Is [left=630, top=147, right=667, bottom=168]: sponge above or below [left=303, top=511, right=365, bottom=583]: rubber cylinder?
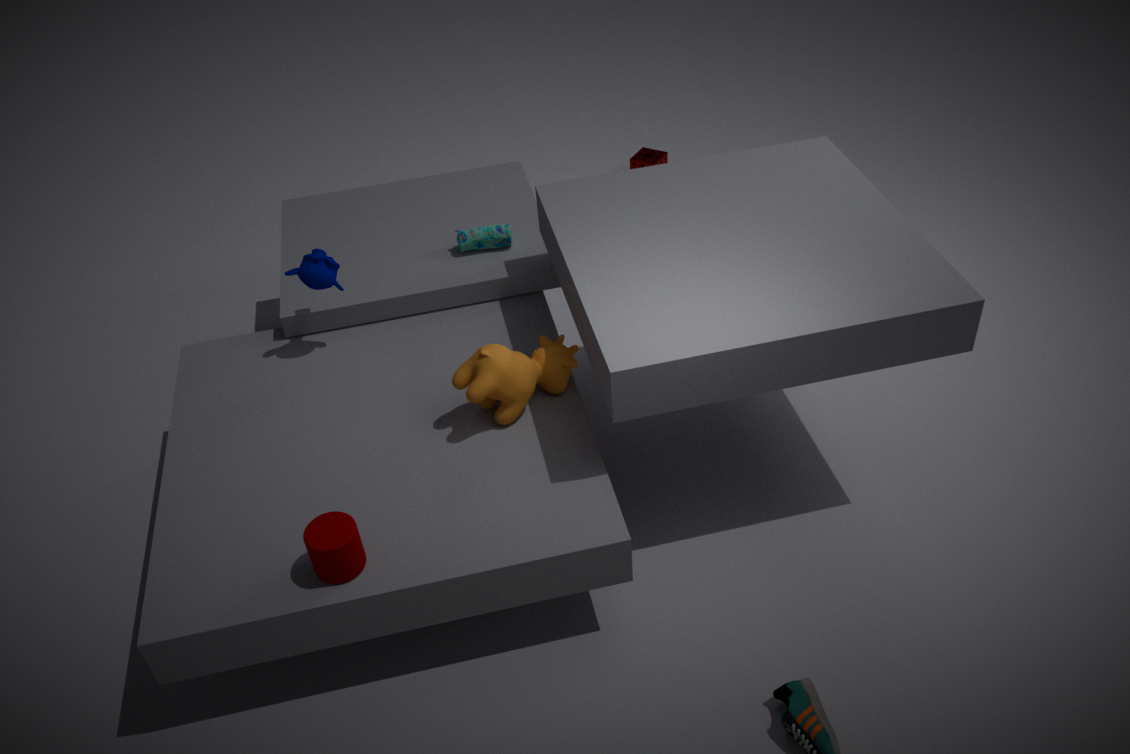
below
